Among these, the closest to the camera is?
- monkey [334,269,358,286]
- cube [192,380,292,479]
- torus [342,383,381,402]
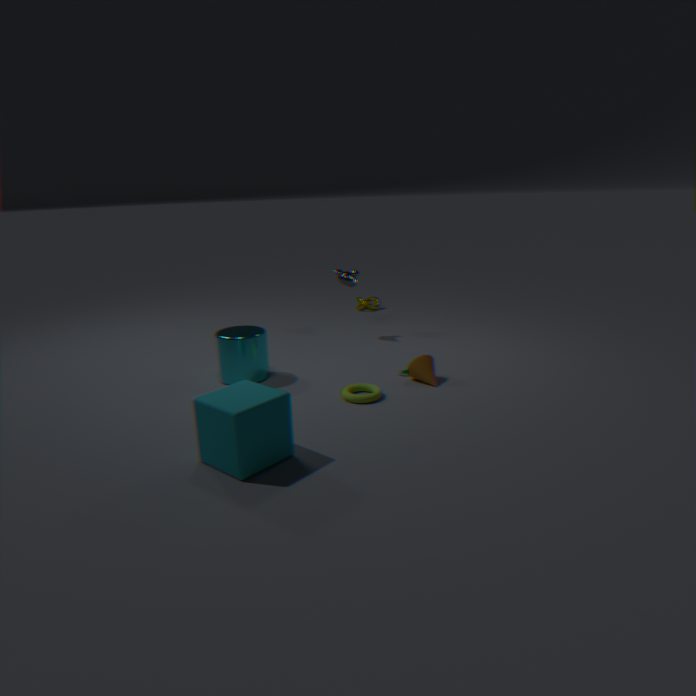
cube [192,380,292,479]
